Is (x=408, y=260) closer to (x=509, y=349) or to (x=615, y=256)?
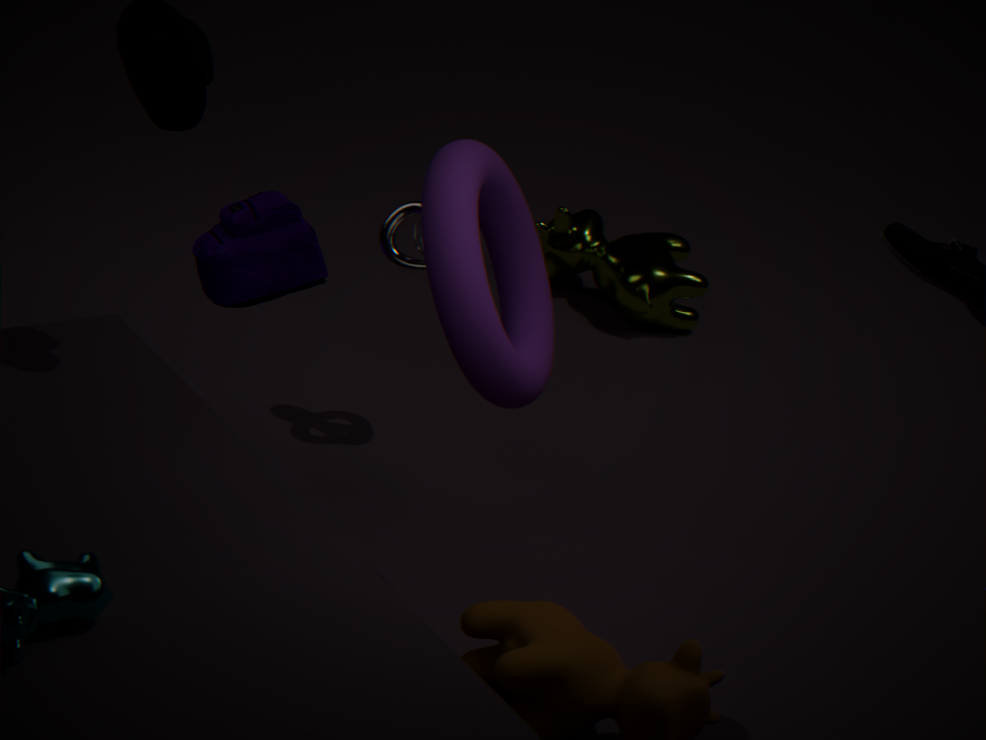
(x=509, y=349)
